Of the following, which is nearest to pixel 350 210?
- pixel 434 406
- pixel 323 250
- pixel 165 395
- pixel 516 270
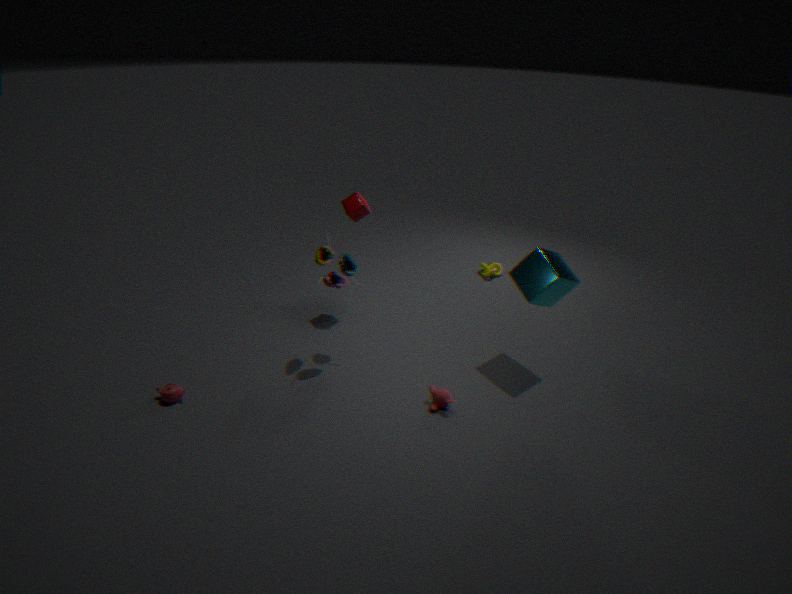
pixel 323 250
